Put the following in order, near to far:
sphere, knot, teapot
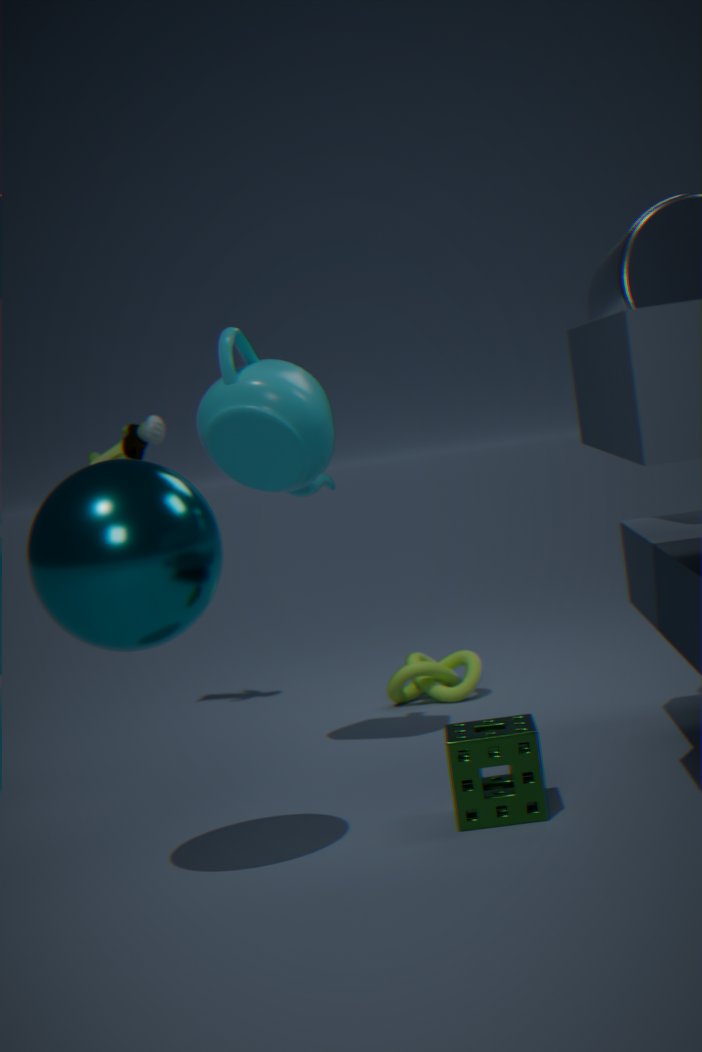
sphere, teapot, knot
